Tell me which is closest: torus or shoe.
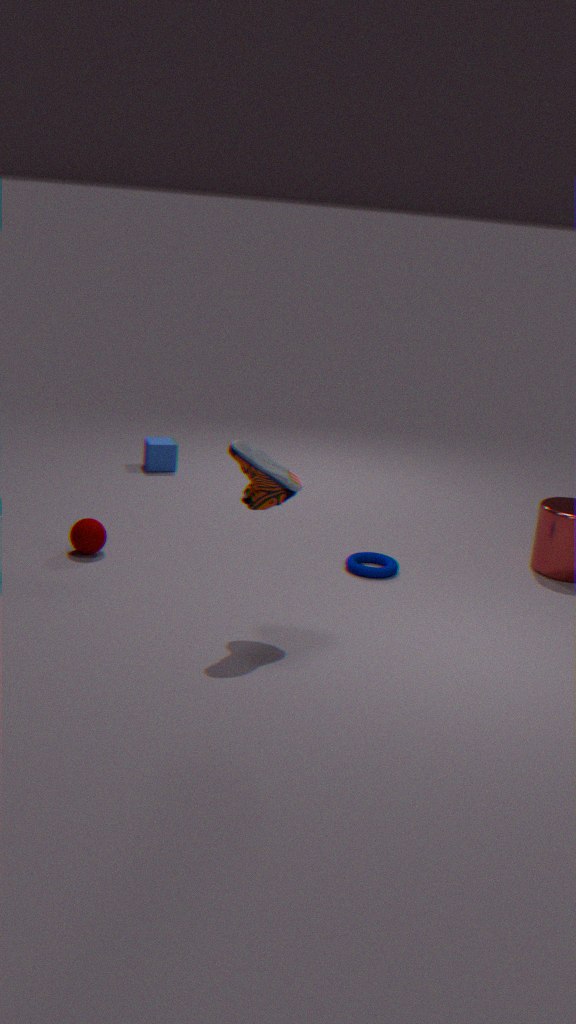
shoe
